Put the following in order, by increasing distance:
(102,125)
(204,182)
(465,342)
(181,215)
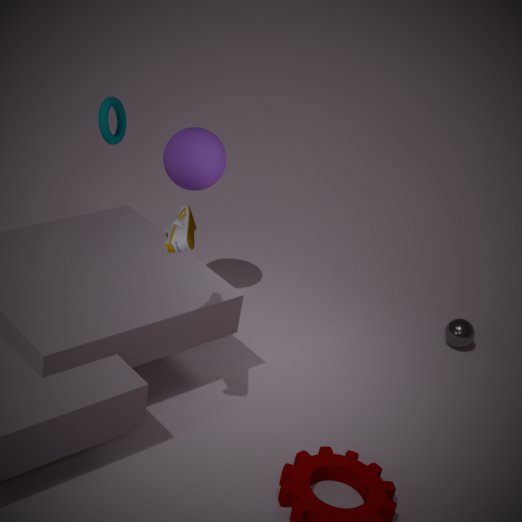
(181,215) → (102,125) → (204,182) → (465,342)
